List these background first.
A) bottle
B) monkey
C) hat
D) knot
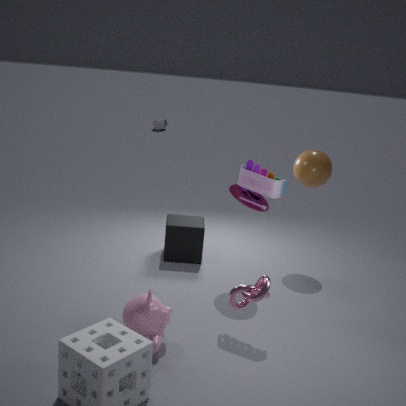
1. bottle
2. hat
3. monkey
4. knot
